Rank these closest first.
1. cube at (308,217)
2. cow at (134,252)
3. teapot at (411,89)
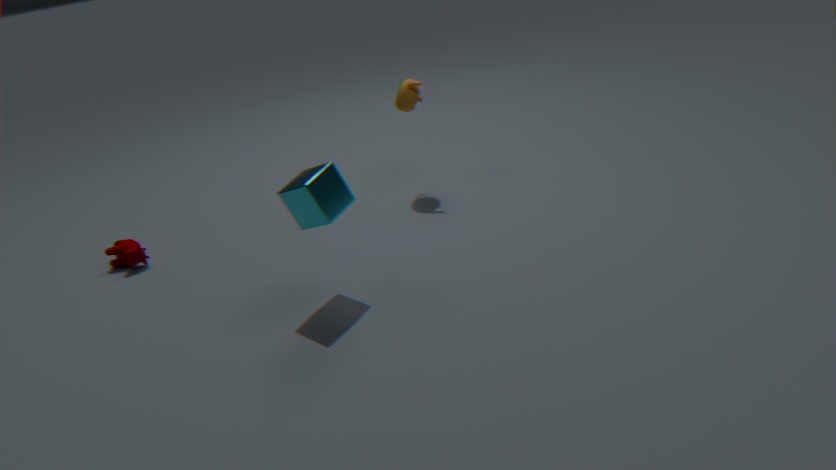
cube at (308,217)
cow at (134,252)
teapot at (411,89)
